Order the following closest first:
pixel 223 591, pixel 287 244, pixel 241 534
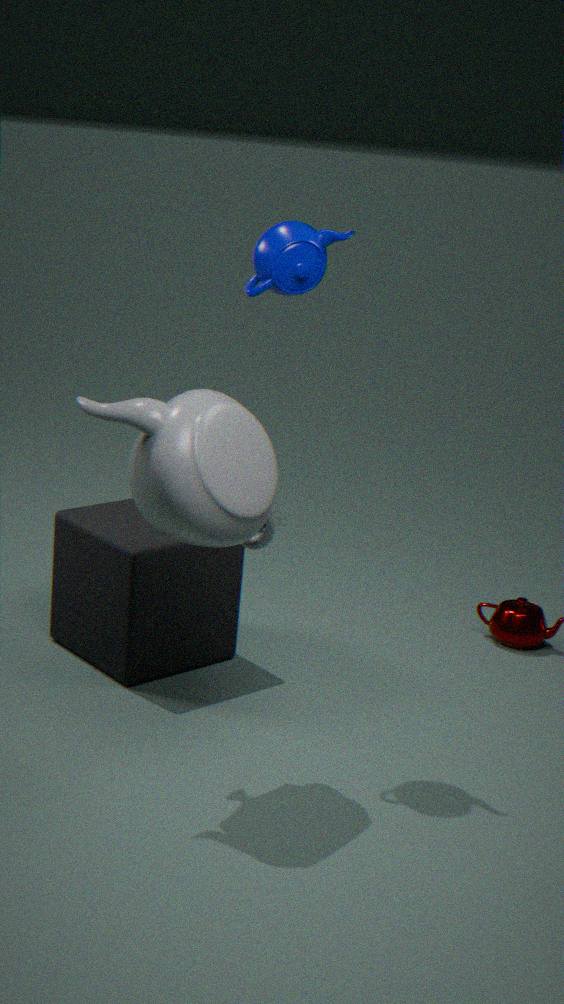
1. pixel 241 534
2. pixel 287 244
3. pixel 223 591
